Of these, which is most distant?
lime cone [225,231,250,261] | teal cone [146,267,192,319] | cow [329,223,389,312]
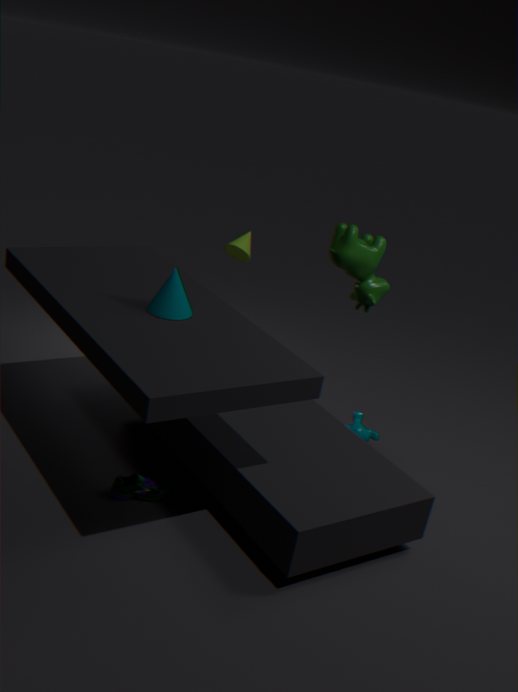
lime cone [225,231,250,261]
